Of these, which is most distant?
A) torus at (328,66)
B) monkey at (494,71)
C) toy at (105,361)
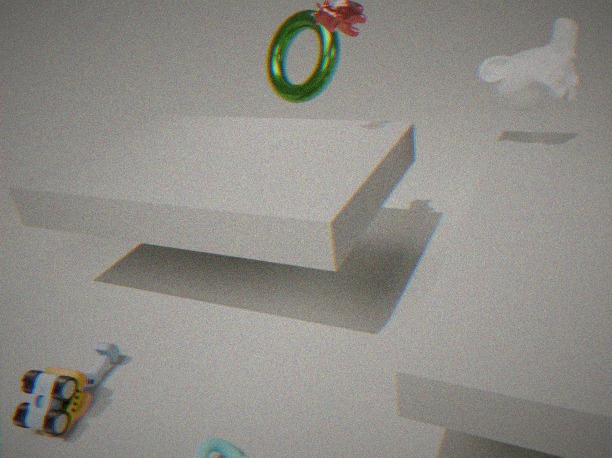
torus at (328,66)
